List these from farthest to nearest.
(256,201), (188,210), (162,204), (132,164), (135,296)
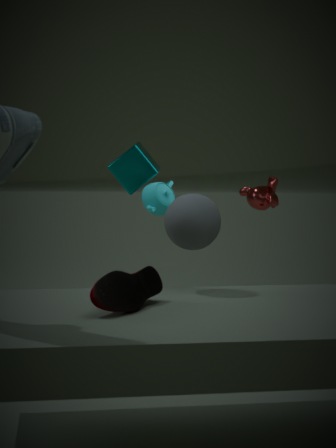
(256,201)
(132,164)
(162,204)
(188,210)
(135,296)
